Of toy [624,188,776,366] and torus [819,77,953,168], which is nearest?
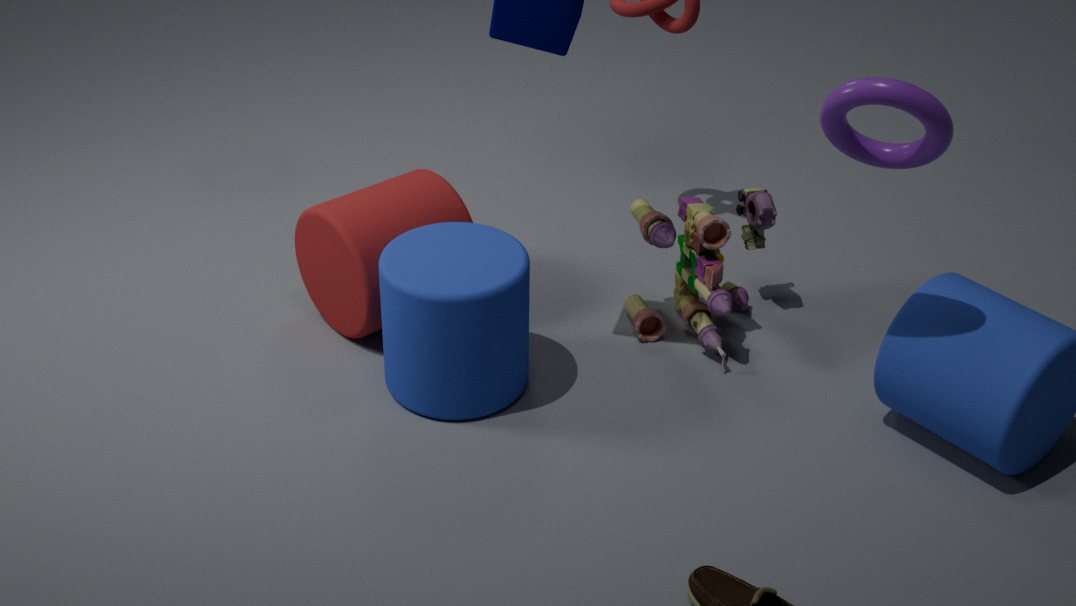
torus [819,77,953,168]
